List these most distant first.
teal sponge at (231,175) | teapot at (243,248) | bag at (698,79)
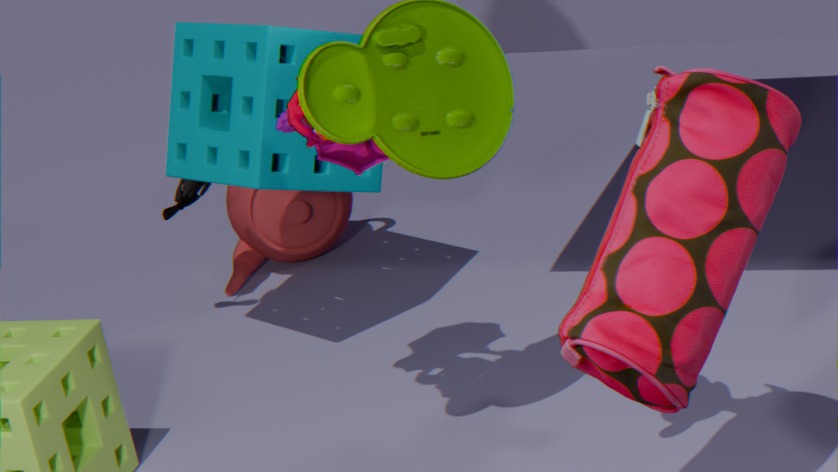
teapot at (243,248) → teal sponge at (231,175) → bag at (698,79)
